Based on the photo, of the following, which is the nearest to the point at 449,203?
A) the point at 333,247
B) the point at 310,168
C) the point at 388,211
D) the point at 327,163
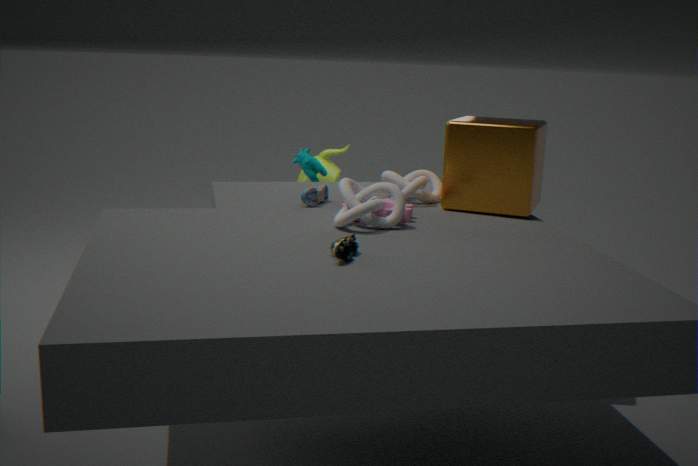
the point at 388,211
